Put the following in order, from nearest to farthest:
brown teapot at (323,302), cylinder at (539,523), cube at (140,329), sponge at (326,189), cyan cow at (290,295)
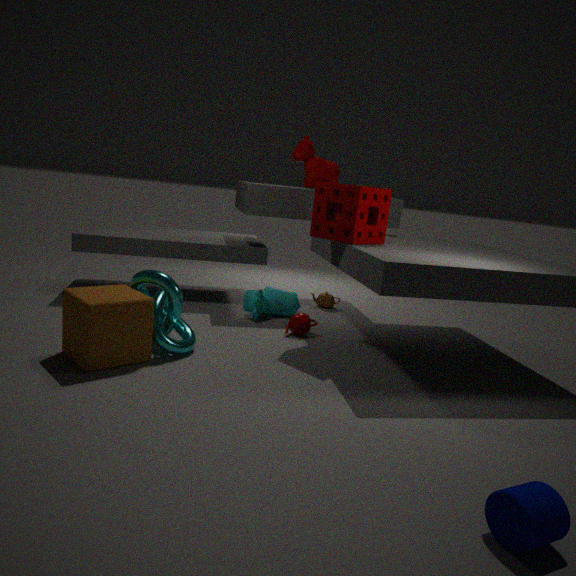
cylinder at (539,523) → cube at (140,329) → sponge at (326,189) → cyan cow at (290,295) → brown teapot at (323,302)
